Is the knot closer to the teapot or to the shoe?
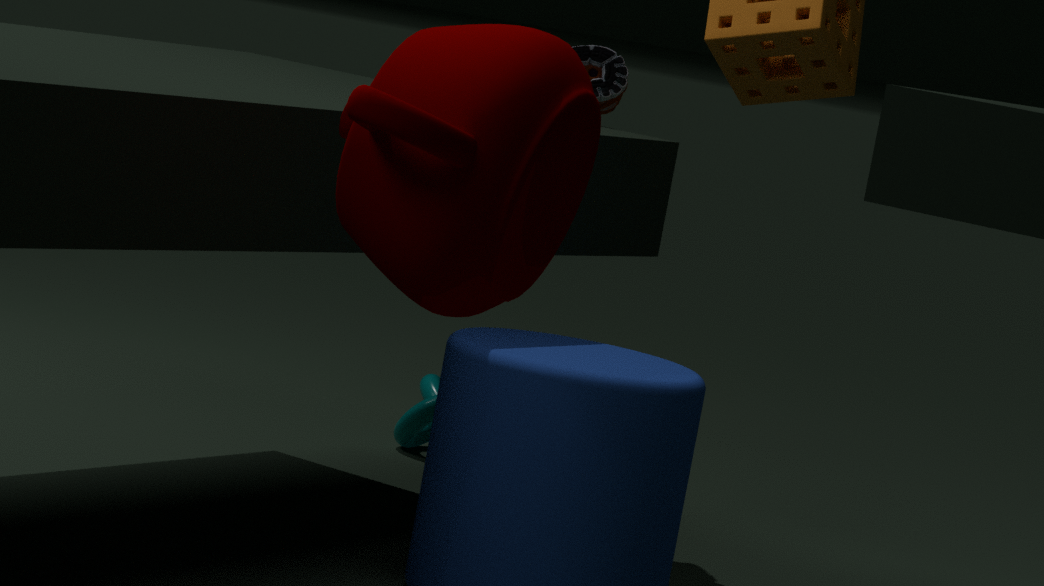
the shoe
